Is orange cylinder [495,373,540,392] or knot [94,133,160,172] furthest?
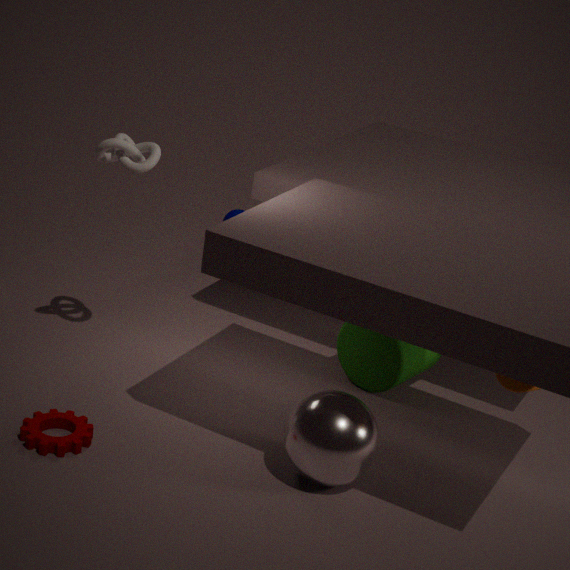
knot [94,133,160,172]
